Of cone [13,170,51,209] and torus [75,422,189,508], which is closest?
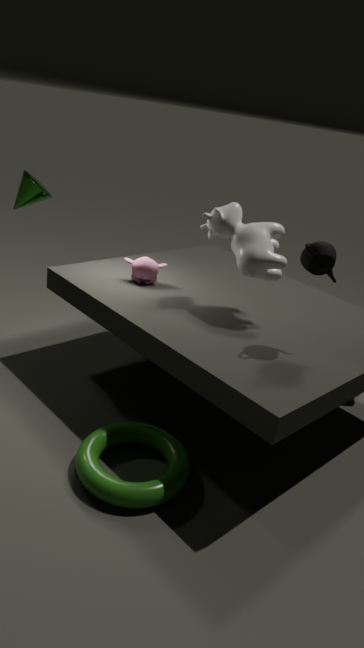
torus [75,422,189,508]
